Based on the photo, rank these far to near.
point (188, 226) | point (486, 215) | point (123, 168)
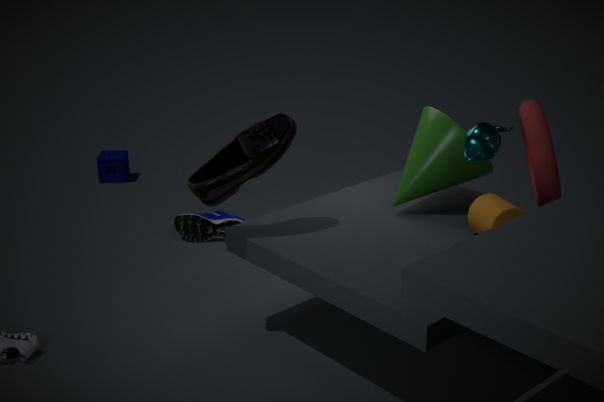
point (123, 168)
point (188, 226)
point (486, 215)
